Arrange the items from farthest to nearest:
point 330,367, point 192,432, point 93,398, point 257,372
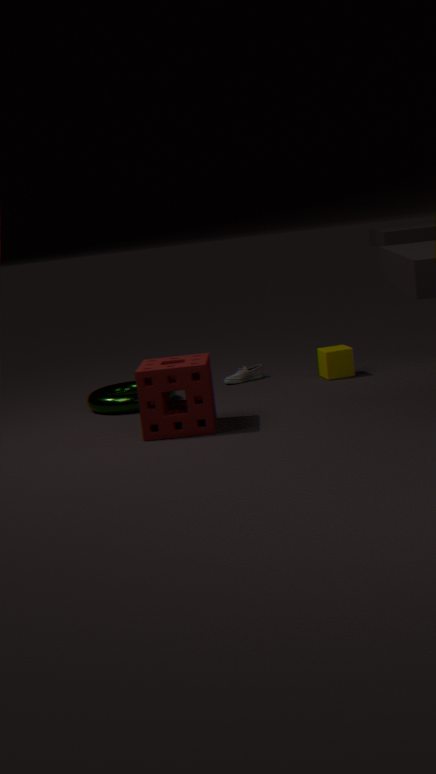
1. point 257,372
2. point 330,367
3. point 93,398
4. point 192,432
